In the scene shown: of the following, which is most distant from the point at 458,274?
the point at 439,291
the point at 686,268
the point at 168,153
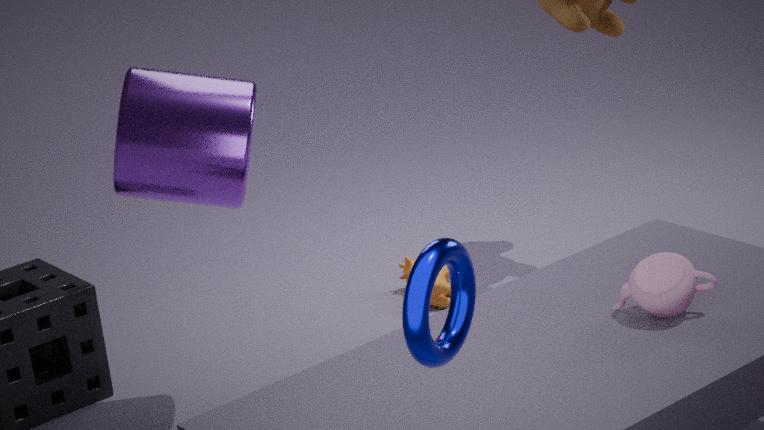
the point at 439,291
